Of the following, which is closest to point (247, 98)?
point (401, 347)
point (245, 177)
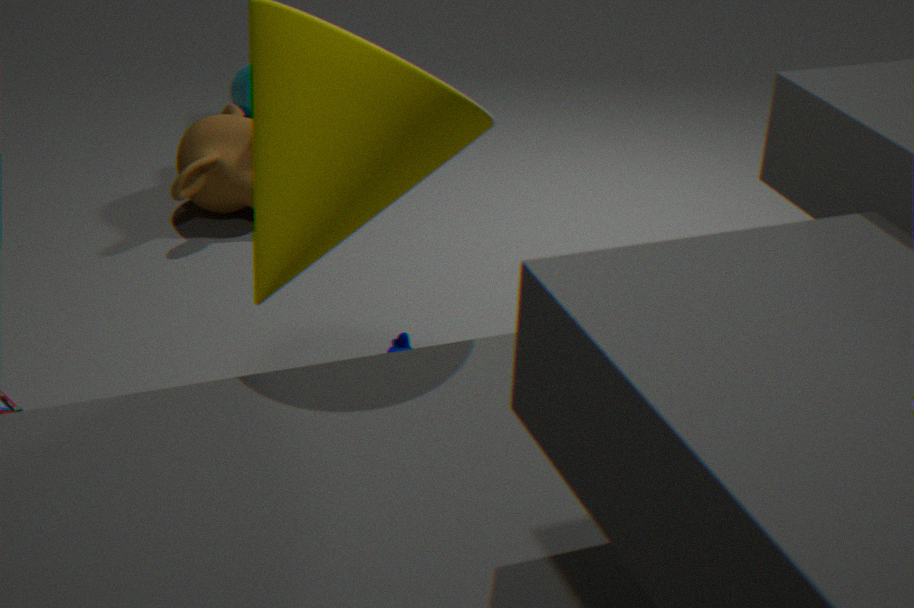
point (245, 177)
